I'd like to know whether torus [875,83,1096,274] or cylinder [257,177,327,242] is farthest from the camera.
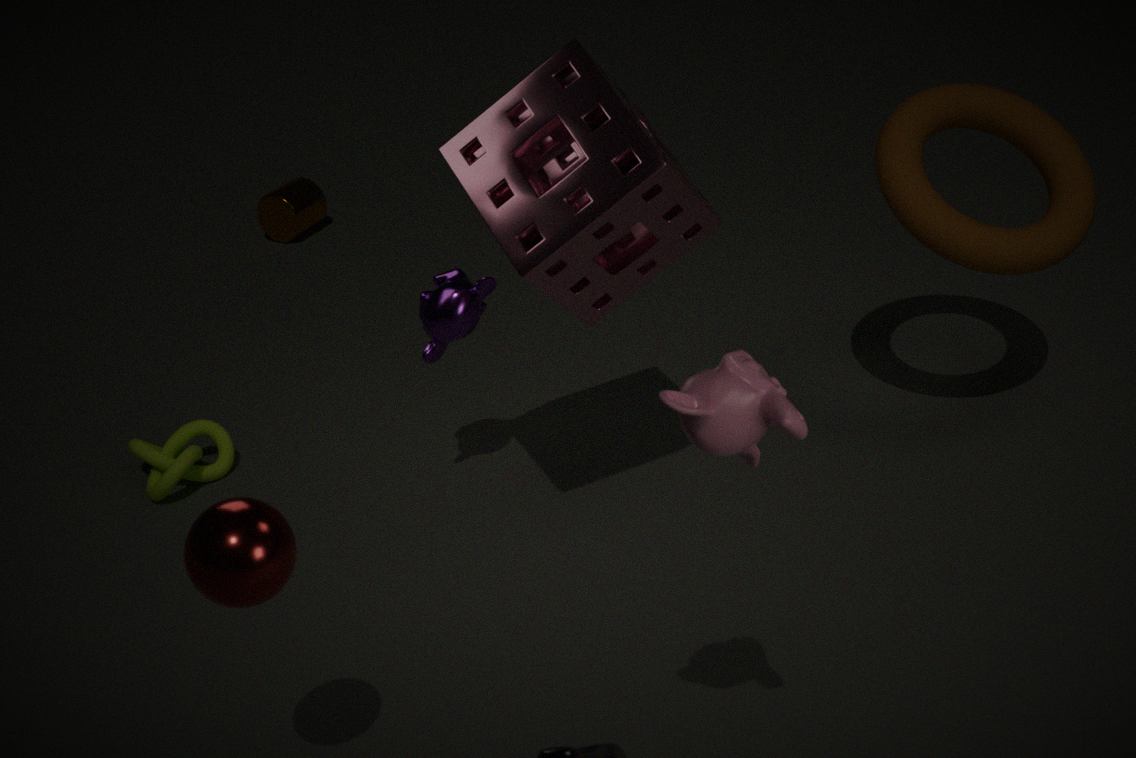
cylinder [257,177,327,242]
